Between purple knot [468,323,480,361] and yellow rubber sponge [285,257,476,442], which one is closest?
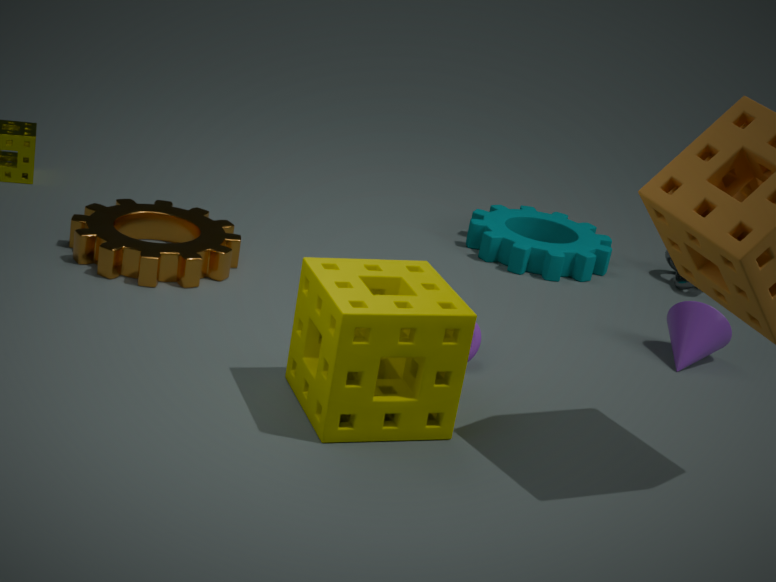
yellow rubber sponge [285,257,476,442]
